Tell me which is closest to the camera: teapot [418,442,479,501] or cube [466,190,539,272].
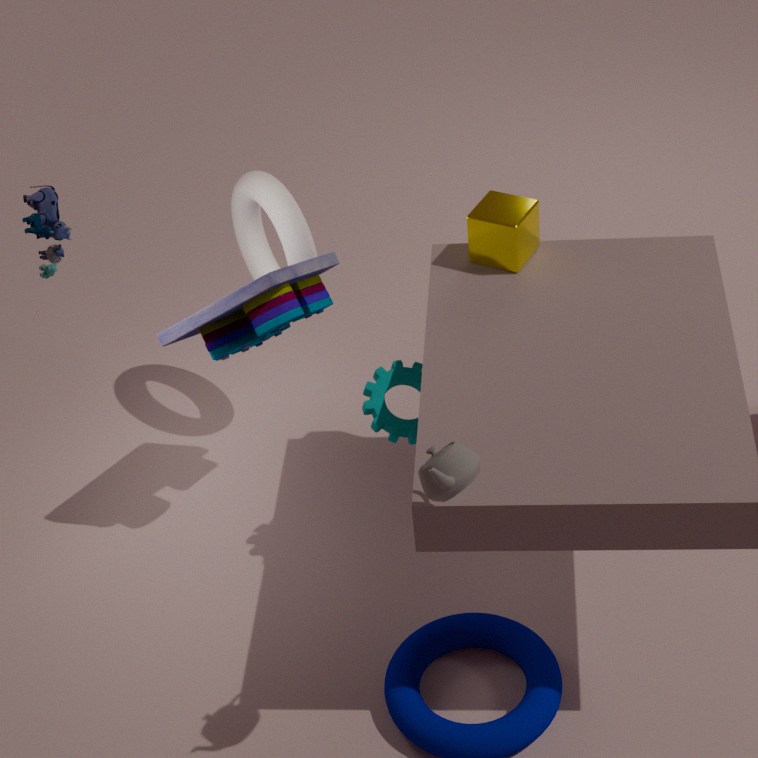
Result: teapot [418,442,479,501]
